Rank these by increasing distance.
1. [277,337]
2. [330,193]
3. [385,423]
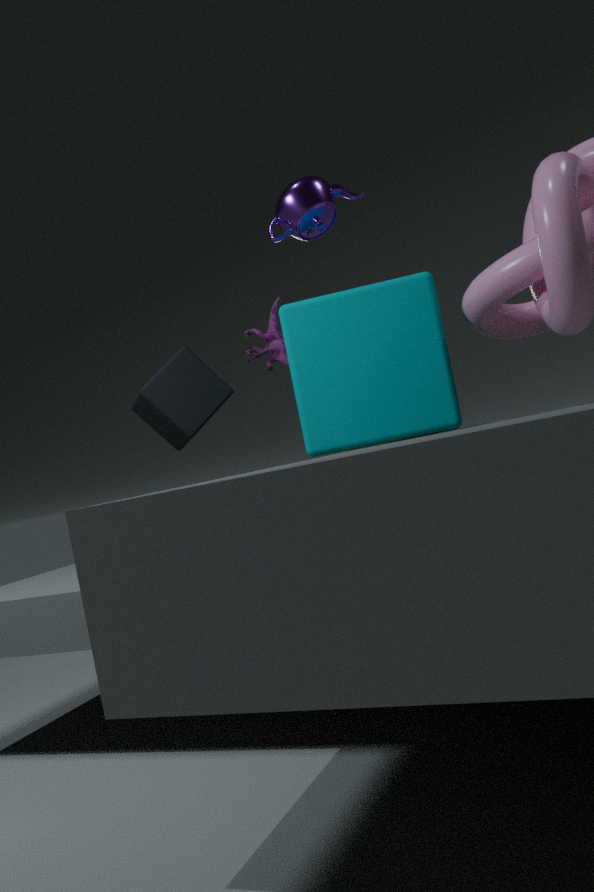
[385,423], [330,193], [277,337]
